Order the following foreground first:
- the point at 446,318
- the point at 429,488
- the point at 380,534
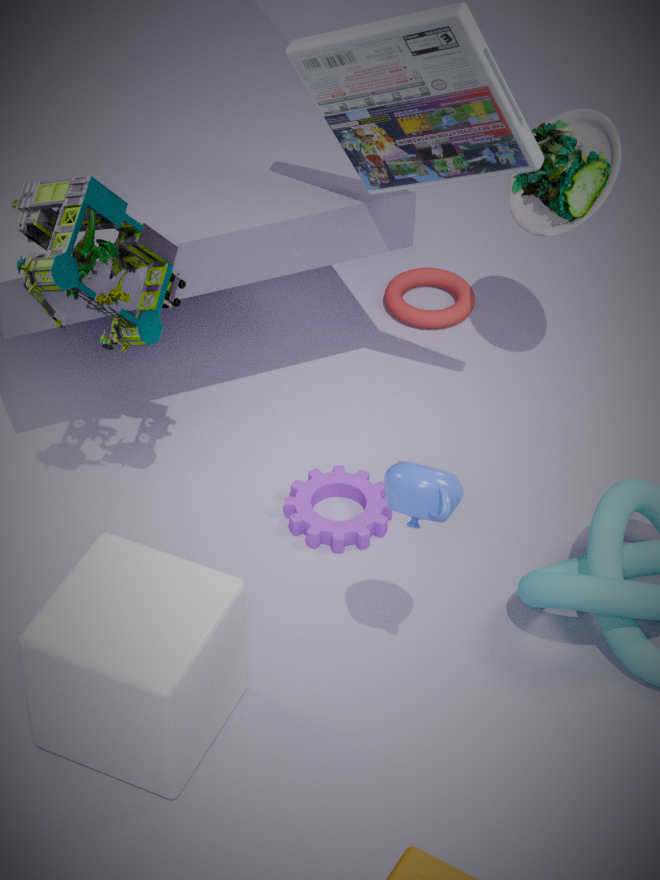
1. the point at 429,488
2. the point at 380,534
3. the point at 446,318
